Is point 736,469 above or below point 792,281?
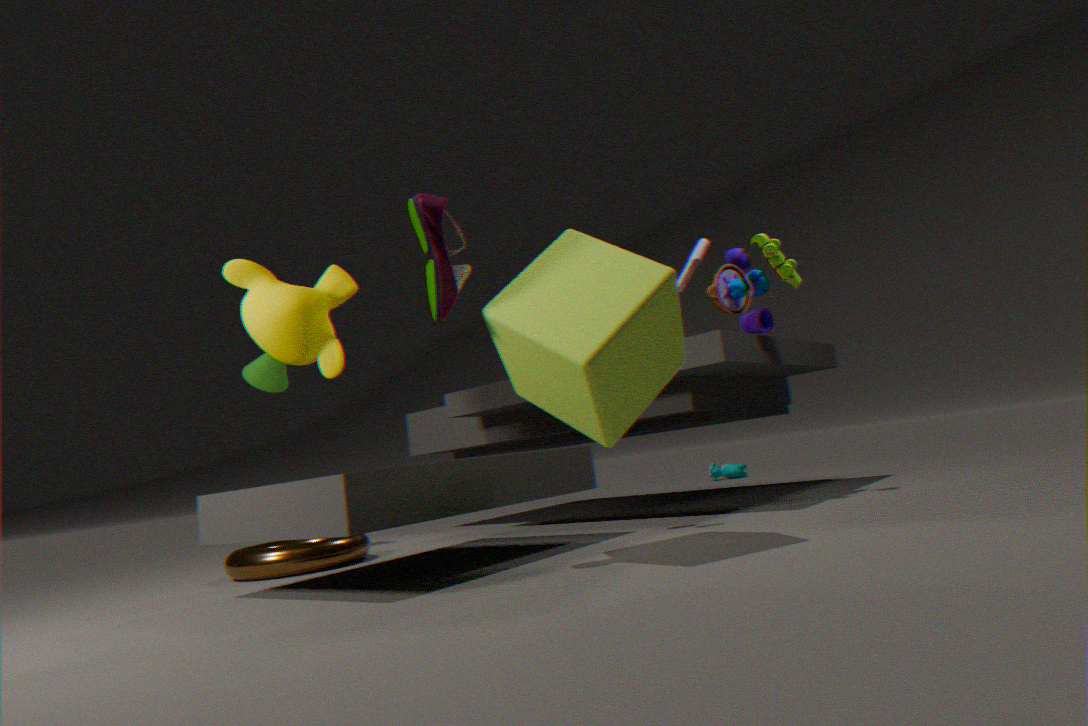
below
